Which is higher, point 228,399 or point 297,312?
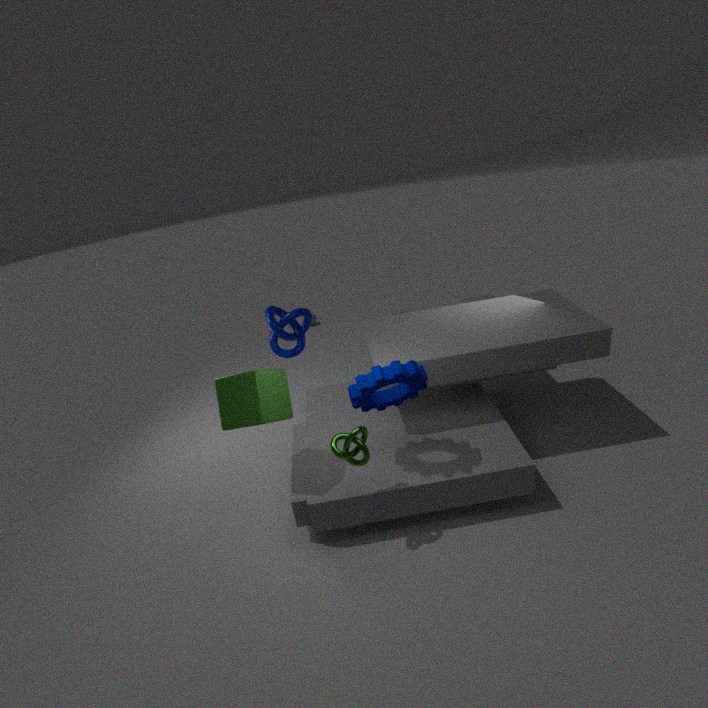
point 228,399
